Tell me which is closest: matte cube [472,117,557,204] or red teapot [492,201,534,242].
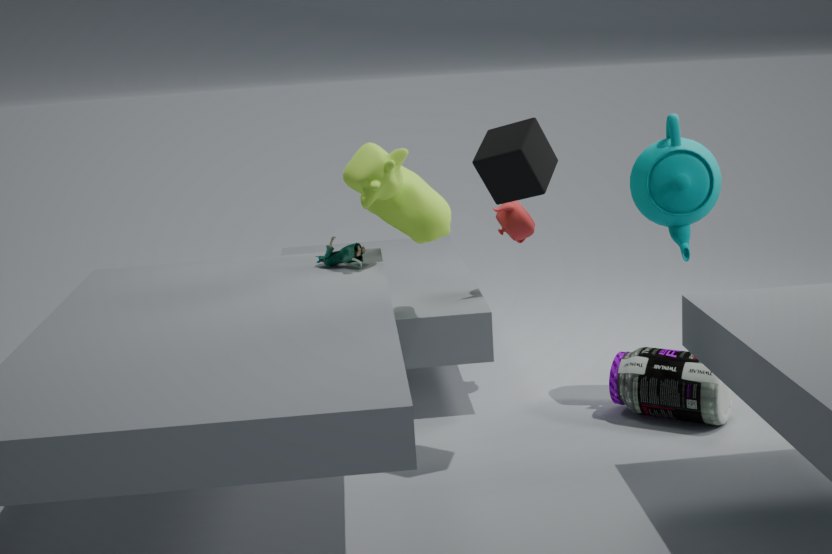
matte cube [472,117,557,204]
